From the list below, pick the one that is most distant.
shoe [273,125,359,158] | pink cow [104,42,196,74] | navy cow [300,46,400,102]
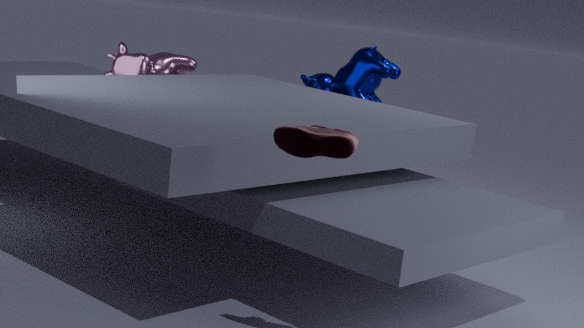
navy cow [300,46,400,102]
